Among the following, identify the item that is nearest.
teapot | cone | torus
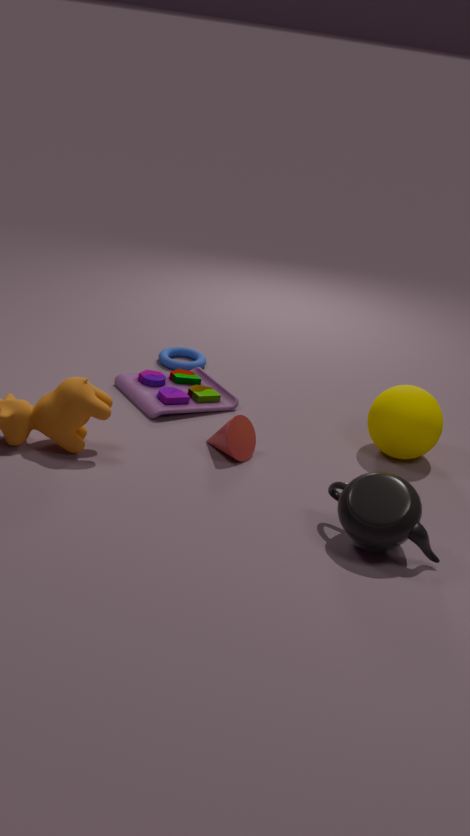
teapot
